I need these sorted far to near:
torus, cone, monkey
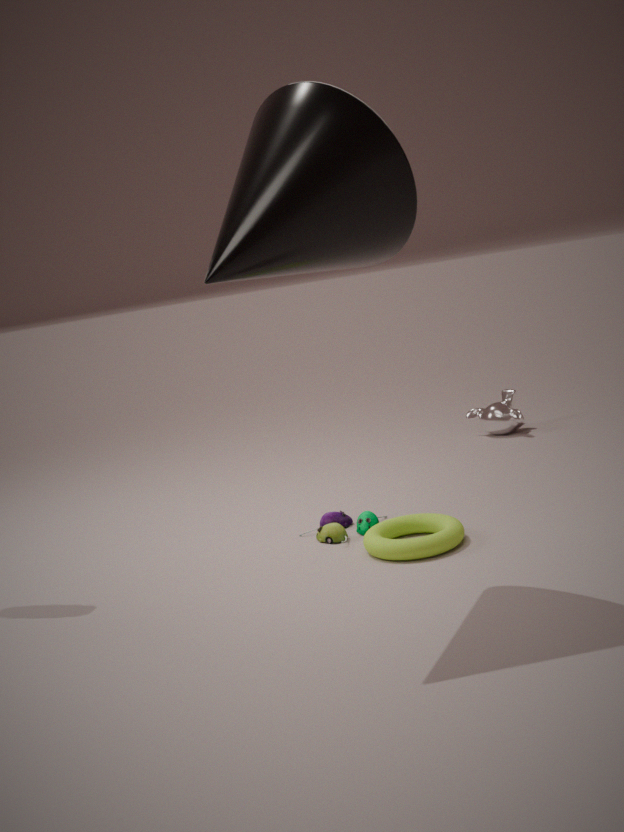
monkey
torus
cone
